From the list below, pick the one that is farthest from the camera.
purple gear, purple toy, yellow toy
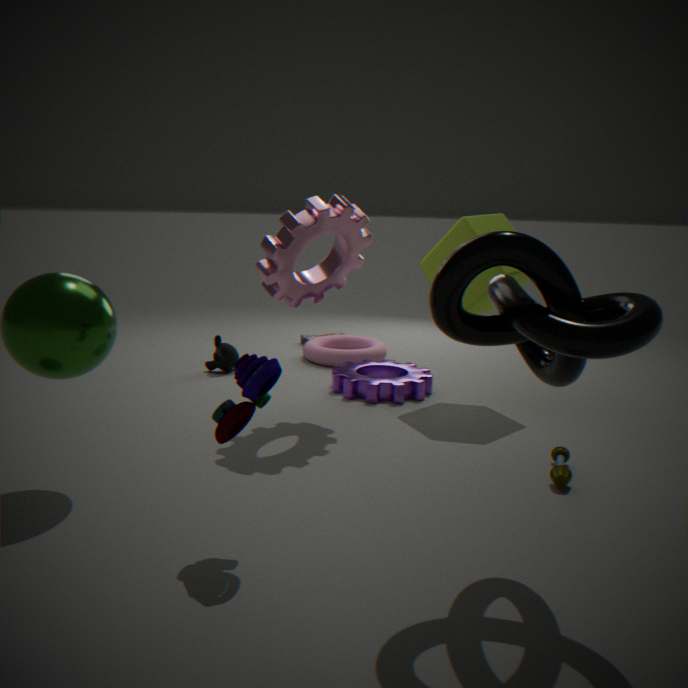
purple gear
